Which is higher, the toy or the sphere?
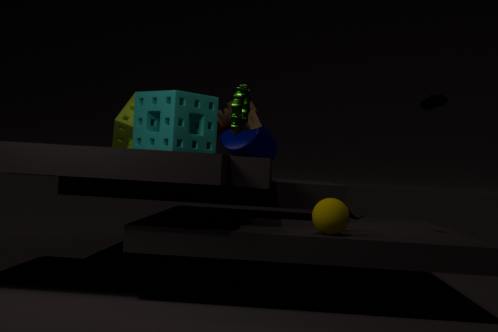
the toy
